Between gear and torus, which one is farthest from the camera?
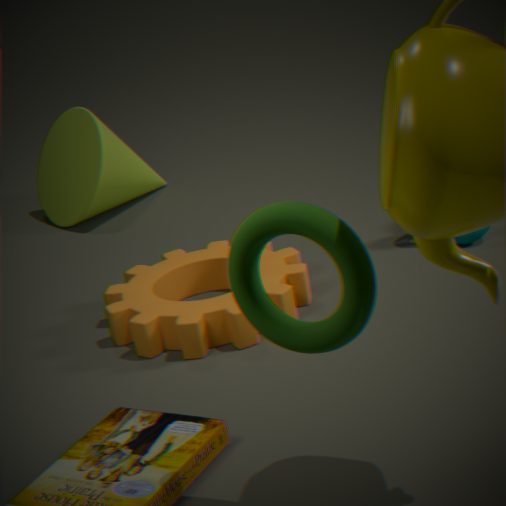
gear
